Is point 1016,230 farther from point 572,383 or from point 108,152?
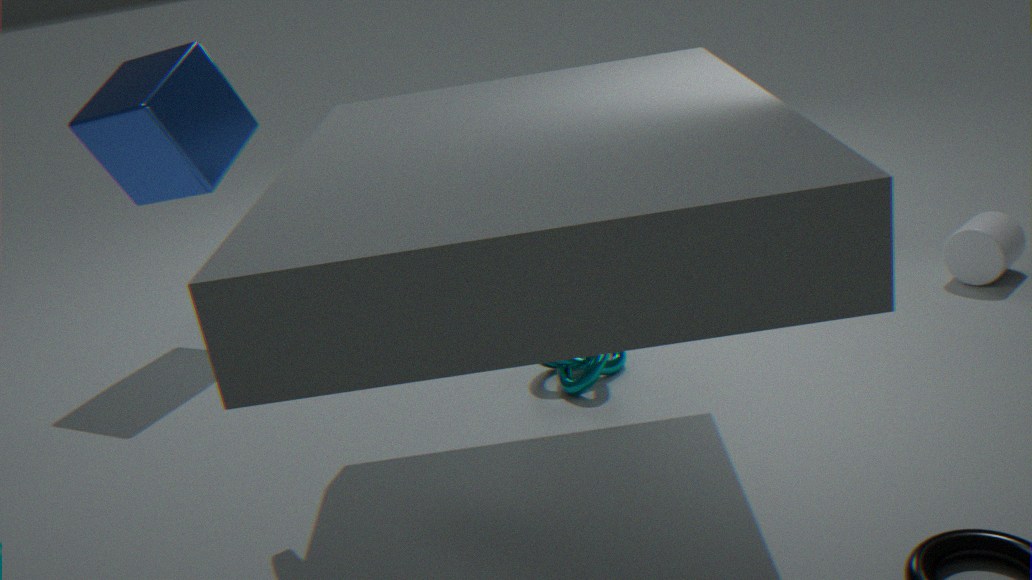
point 108,152
